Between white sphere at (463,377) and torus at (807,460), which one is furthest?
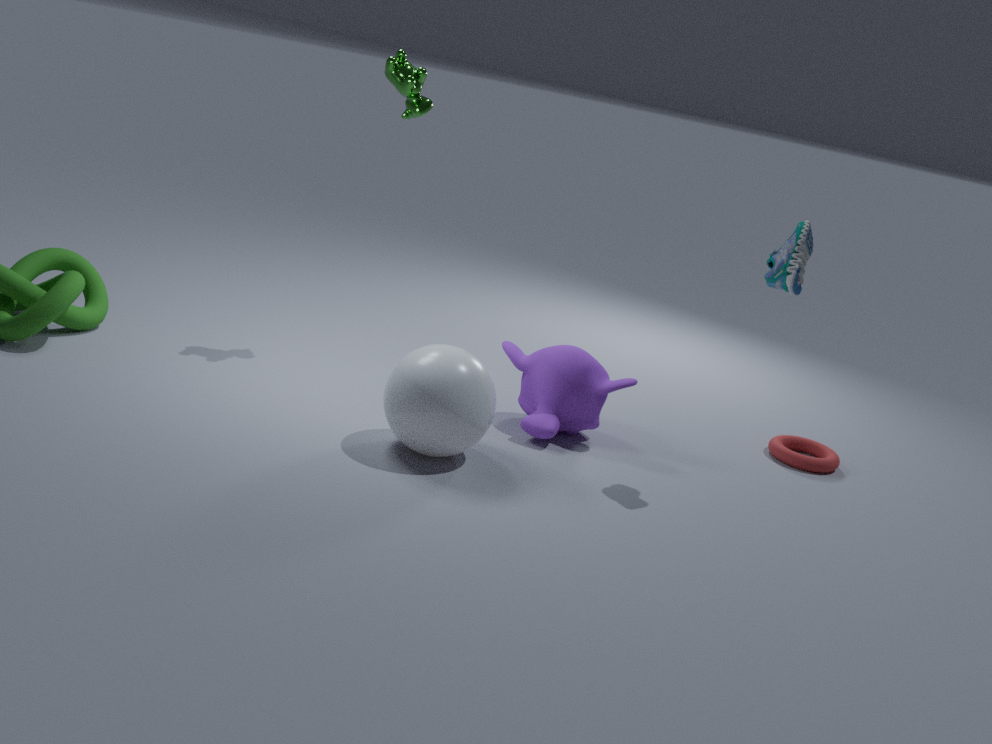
torus at (807,460)
